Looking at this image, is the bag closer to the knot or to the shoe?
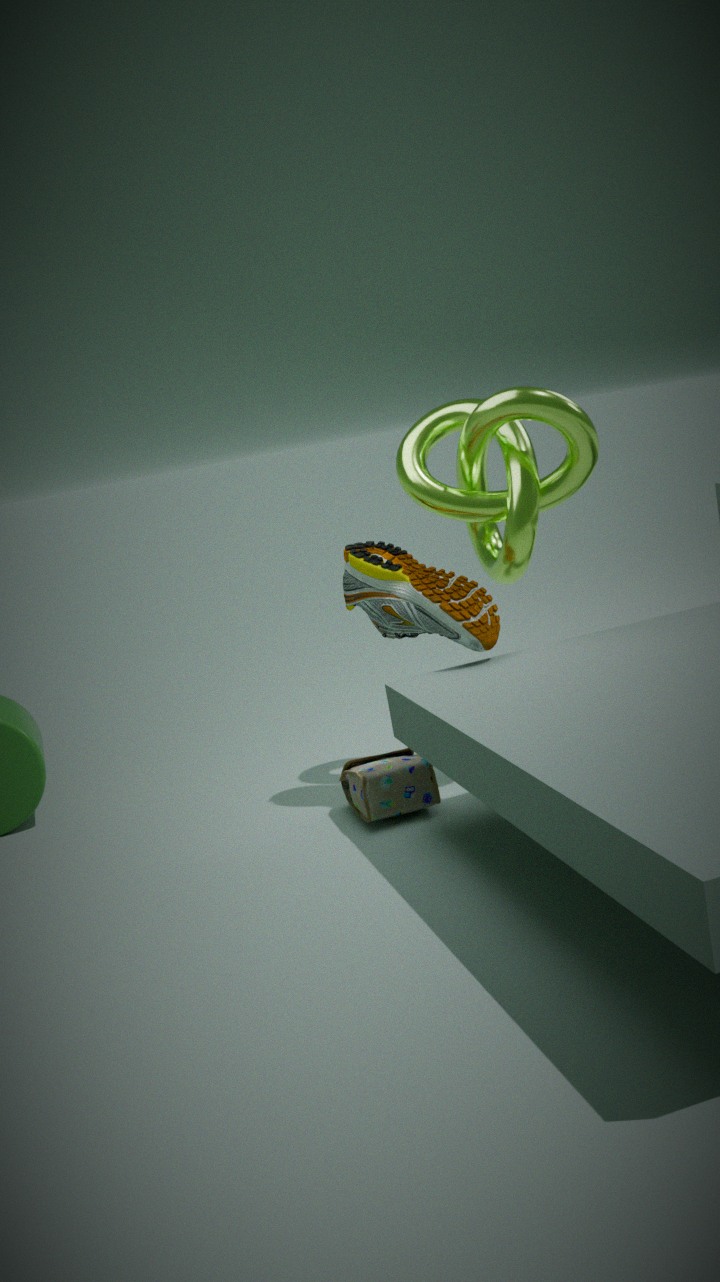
the shoe
